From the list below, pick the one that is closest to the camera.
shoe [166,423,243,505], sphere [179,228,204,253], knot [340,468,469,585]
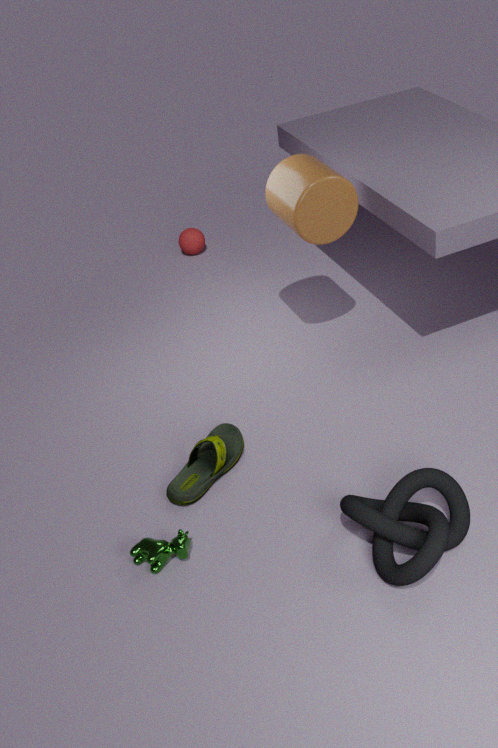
knot [340,468,469,585]
